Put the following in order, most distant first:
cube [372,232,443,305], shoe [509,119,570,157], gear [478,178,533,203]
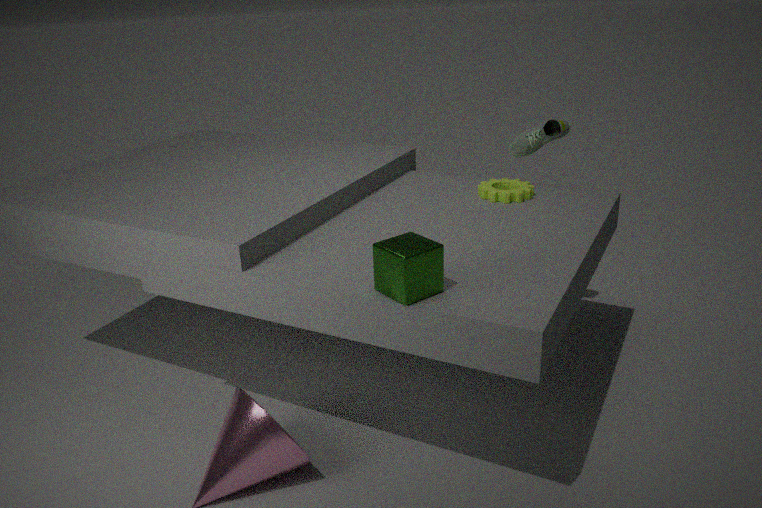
shoe [509,119,570,157]
gear [478,178,533,203]
cube [372,232,443,305]
